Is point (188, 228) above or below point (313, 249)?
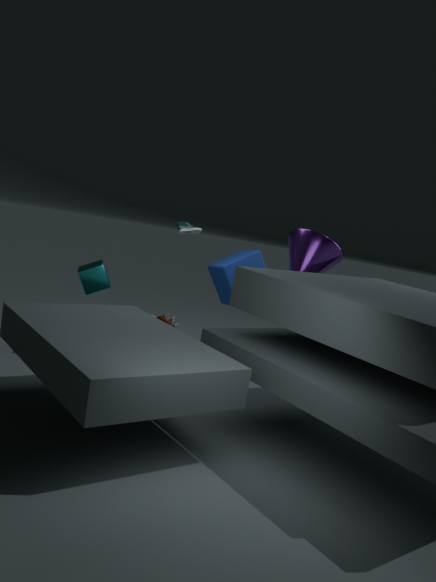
above
